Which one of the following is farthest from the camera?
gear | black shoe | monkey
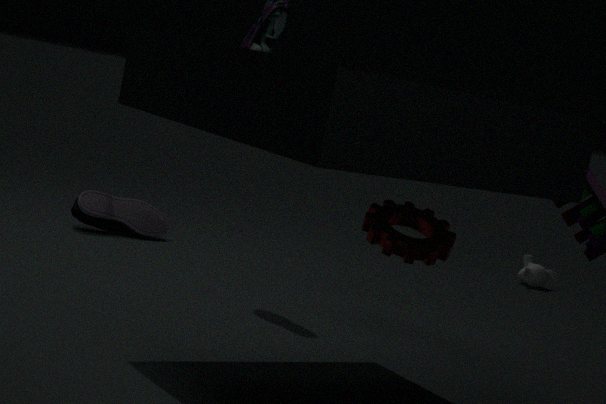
monkey
